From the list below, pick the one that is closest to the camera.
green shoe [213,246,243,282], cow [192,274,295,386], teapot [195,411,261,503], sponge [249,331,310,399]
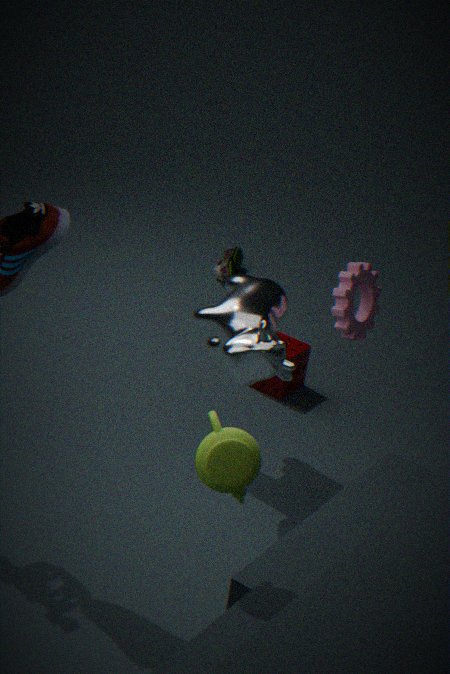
teapot [195,411,261,503]
